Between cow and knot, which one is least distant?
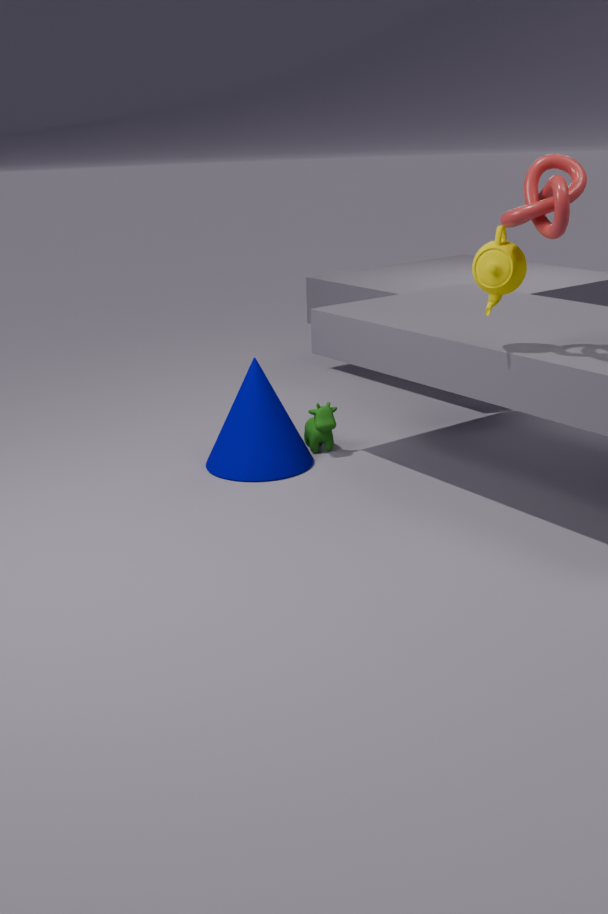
knot
